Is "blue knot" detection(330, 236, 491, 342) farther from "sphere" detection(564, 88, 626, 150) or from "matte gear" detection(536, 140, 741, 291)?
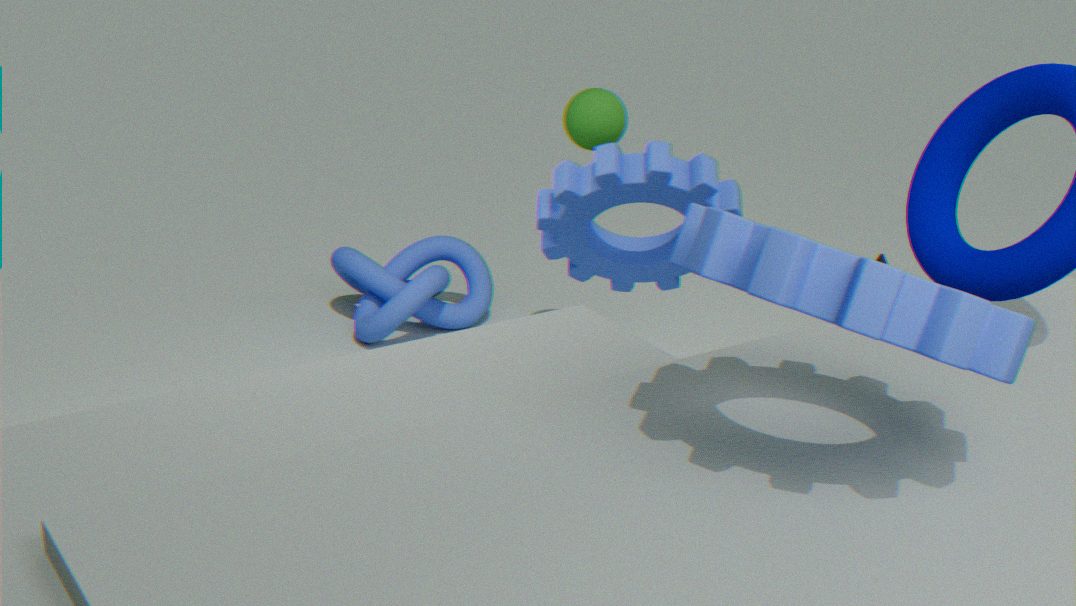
"sphere" detection(564, 88, 626, 150)
